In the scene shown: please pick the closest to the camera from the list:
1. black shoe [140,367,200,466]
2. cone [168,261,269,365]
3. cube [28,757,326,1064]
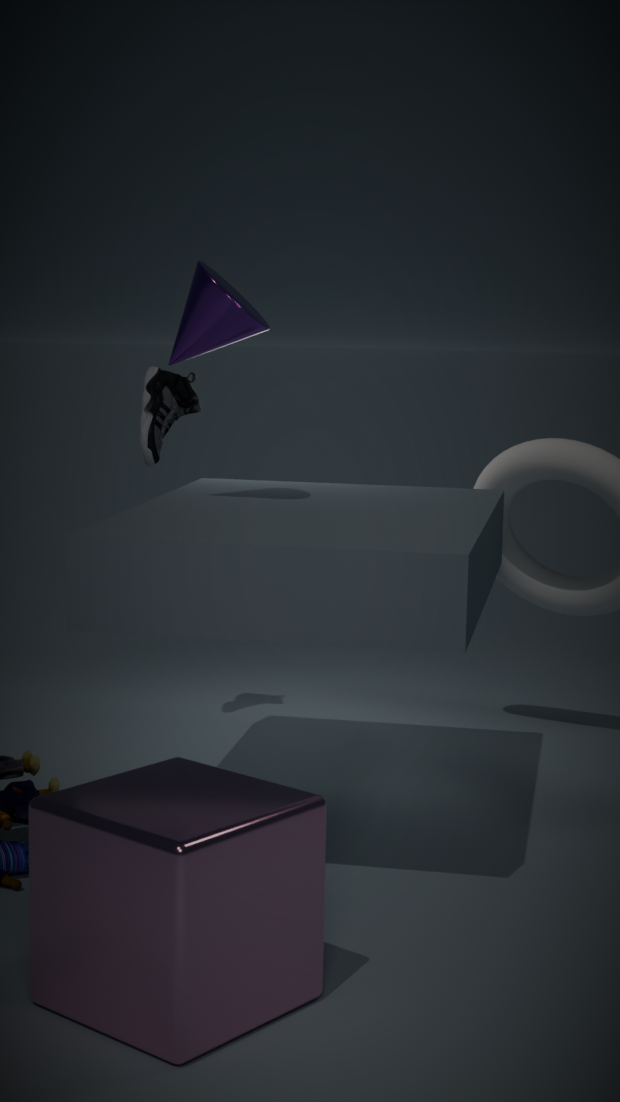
cube [28,757,326,1064]
